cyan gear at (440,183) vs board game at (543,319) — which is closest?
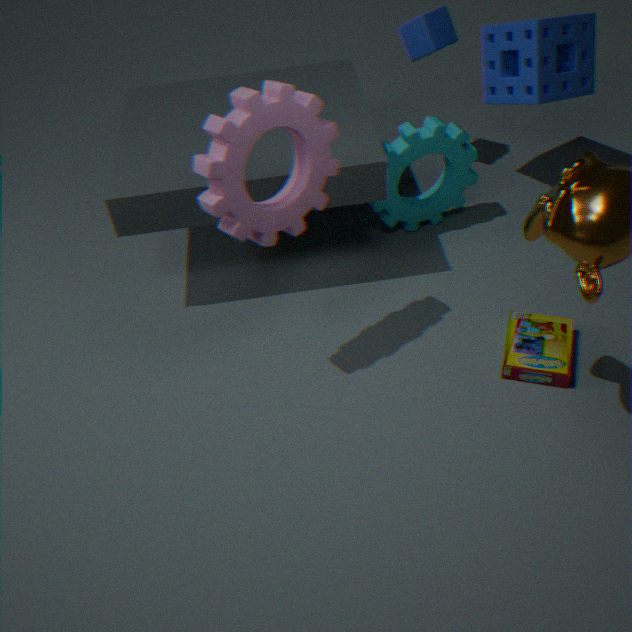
board game at (543,319)
